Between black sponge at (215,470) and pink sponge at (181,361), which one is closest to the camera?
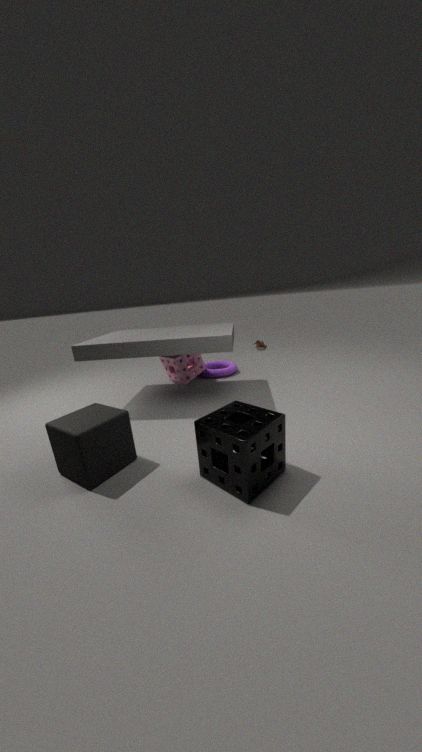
black sponge at (215,470)
